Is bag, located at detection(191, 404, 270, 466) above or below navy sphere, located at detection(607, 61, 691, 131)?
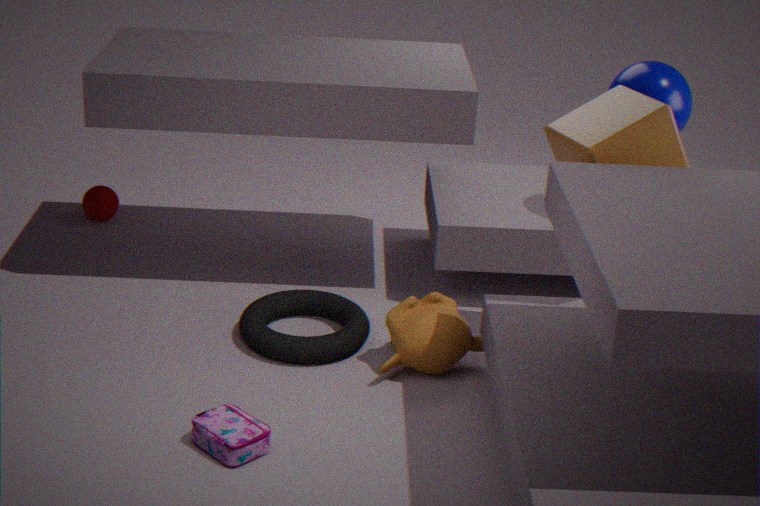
below
